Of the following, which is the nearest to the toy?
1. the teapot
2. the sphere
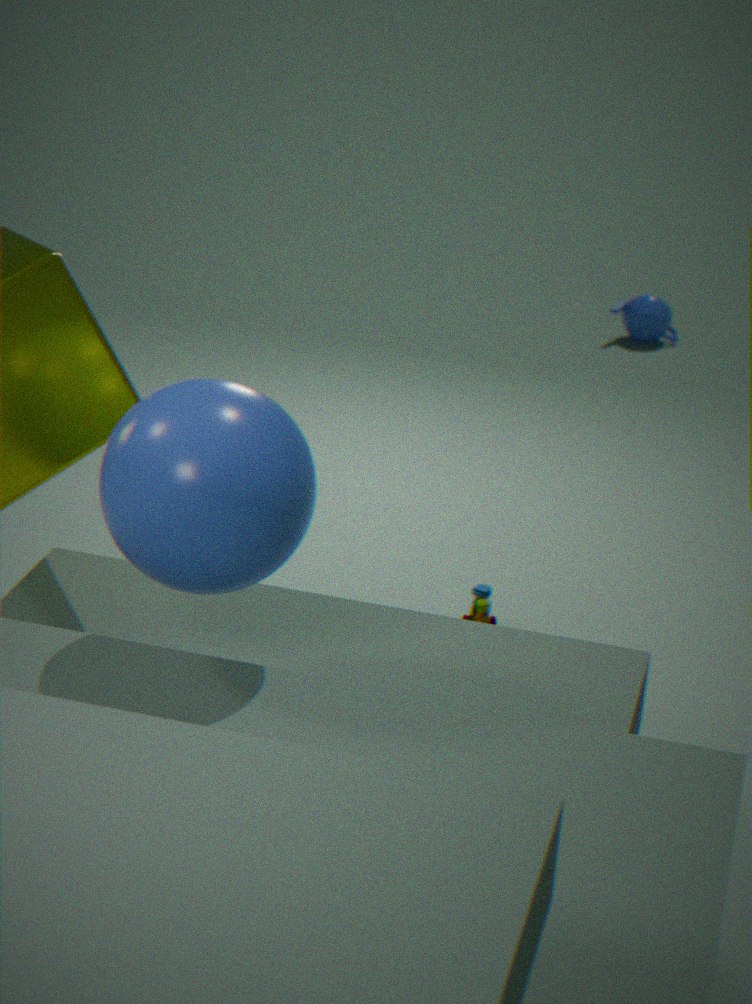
the sphere
